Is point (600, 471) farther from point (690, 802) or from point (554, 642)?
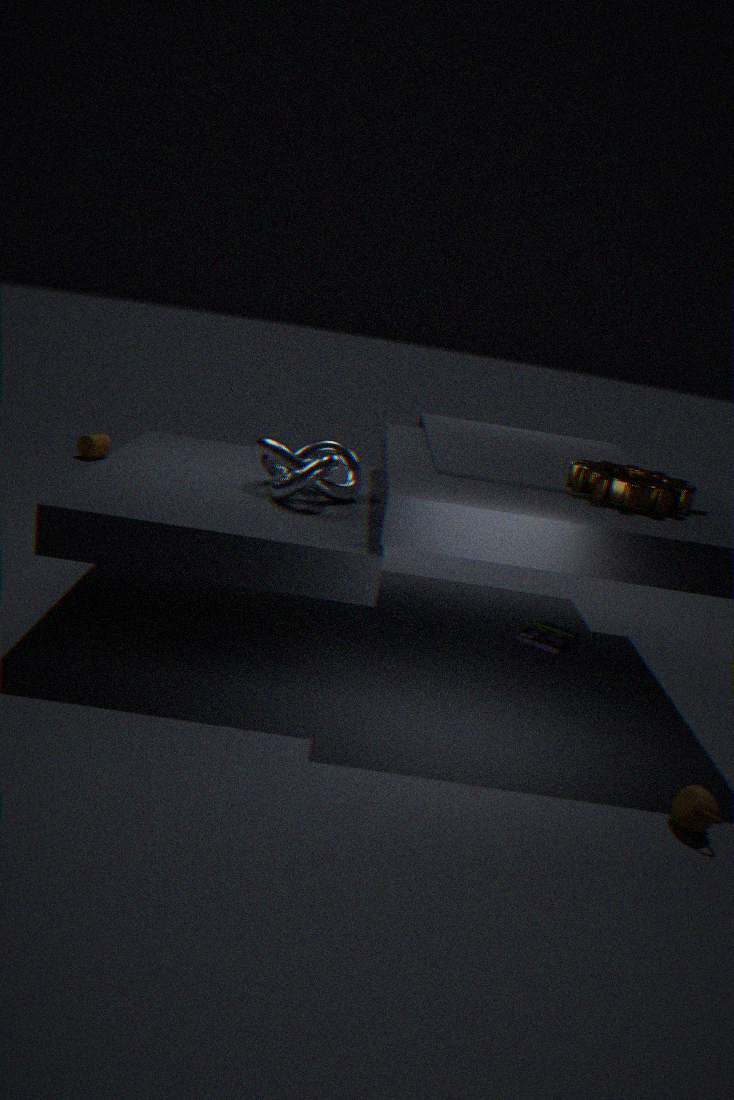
point (690, 802)
